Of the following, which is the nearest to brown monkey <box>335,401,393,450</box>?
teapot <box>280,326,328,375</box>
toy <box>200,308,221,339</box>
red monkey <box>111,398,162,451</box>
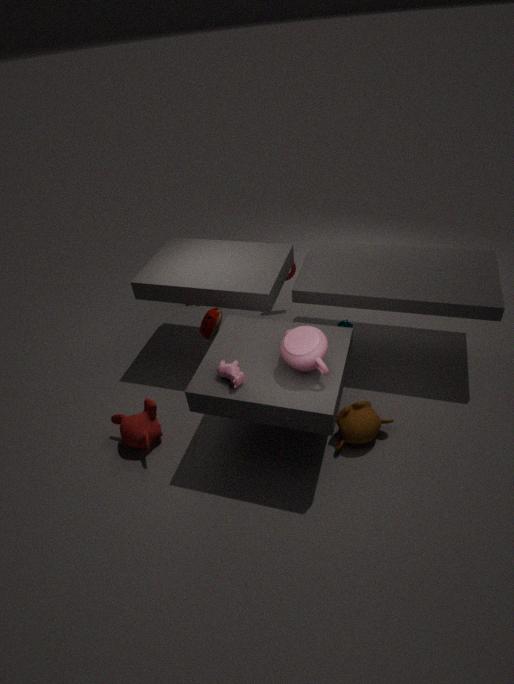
teapot <box>280,326,328,375</box>
